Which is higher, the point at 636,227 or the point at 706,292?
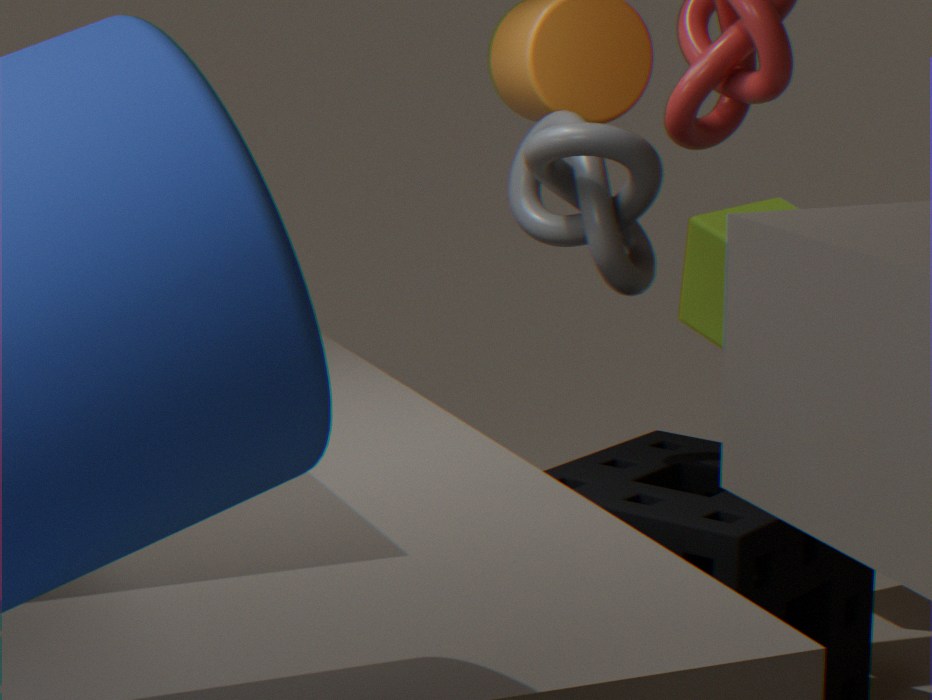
the point at 636,227
